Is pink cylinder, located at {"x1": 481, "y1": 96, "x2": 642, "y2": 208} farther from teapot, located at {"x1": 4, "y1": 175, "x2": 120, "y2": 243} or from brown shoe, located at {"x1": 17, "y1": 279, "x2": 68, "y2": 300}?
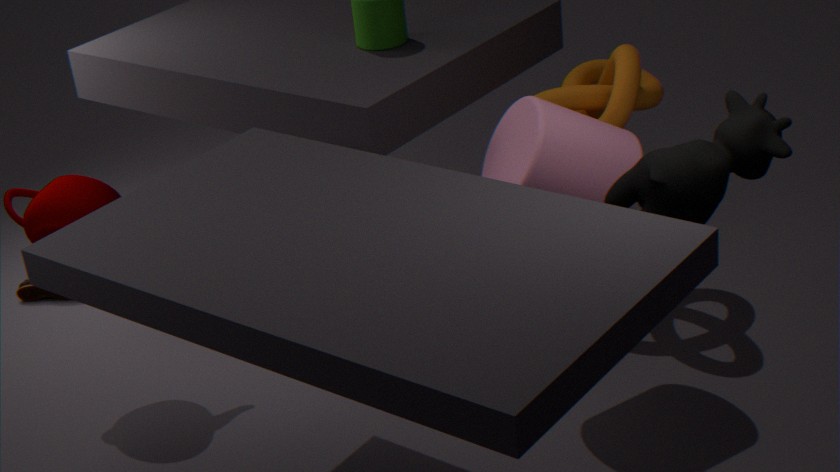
brown shoe, located at {"x1": 17, "y1": 279, "x2": 68, "y2": 300}
